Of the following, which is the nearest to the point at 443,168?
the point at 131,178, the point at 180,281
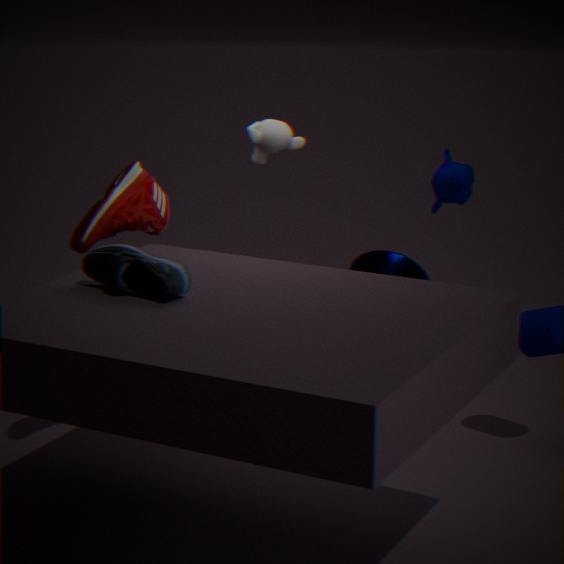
the point at 131,178
